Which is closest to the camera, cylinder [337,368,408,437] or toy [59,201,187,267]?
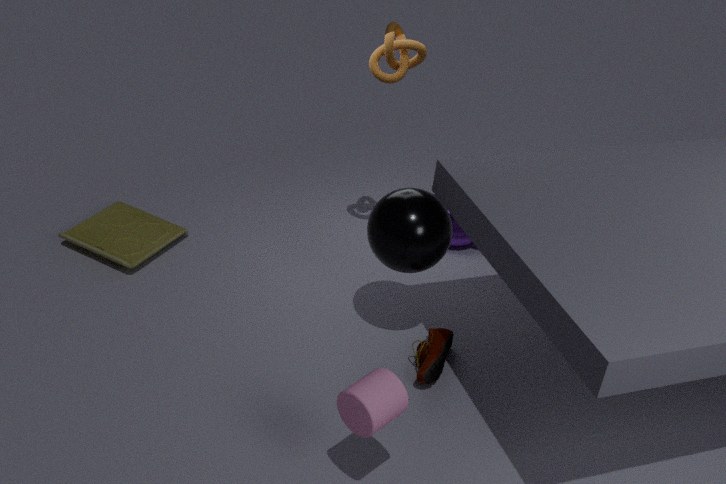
cylinder [337,368,408,437]
